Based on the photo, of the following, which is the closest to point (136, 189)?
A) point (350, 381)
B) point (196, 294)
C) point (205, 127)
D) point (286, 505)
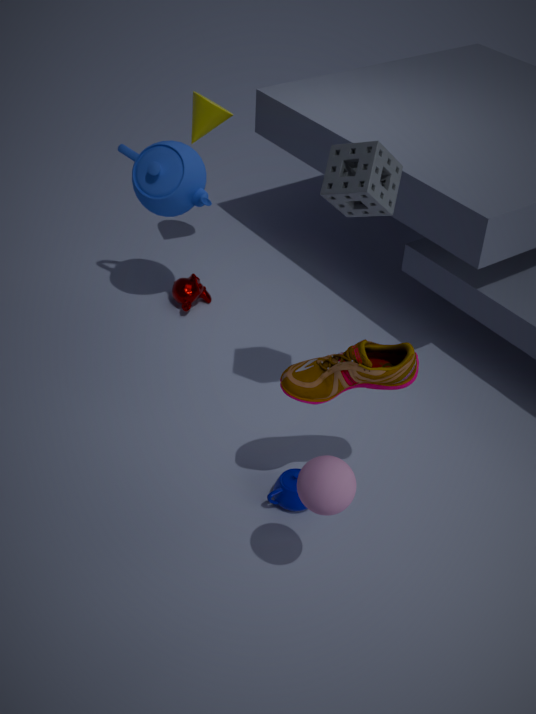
point (205, 127)
